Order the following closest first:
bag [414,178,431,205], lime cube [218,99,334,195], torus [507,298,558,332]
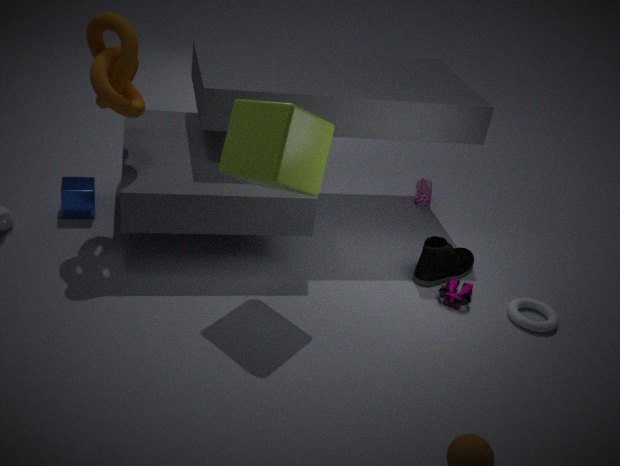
lime cube [218,99,334,195] → torus [507,298,558,332] → bag [414,178,431,205]
